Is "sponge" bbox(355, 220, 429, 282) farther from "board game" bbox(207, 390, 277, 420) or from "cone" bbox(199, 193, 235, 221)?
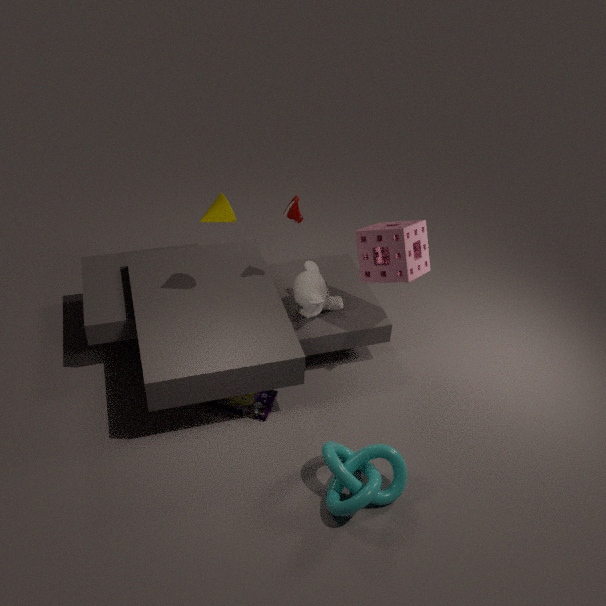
"board game" bbox(207, 390, 277, 420)
